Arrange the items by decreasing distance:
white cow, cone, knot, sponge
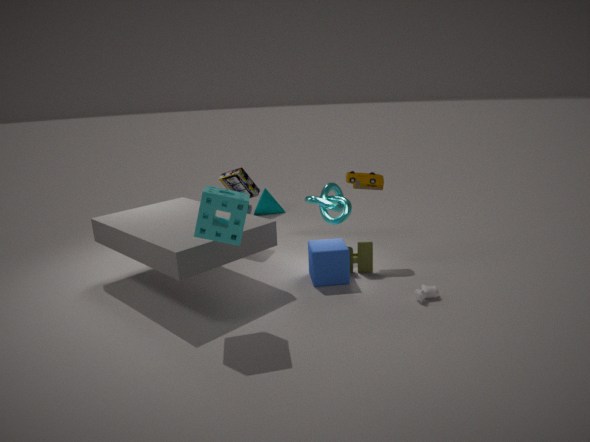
cone < knot < white cow < sponge
